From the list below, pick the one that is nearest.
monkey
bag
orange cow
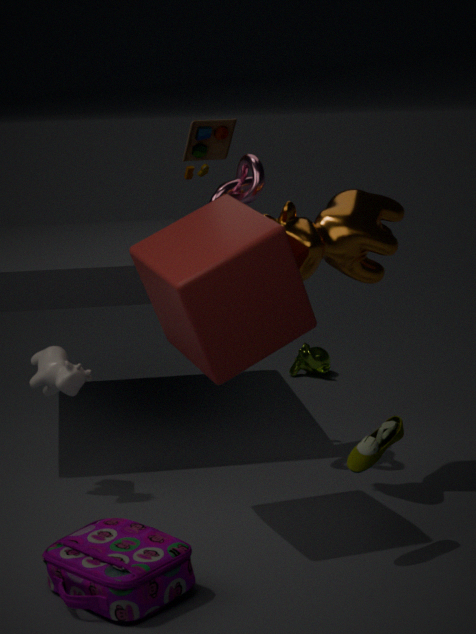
bag
